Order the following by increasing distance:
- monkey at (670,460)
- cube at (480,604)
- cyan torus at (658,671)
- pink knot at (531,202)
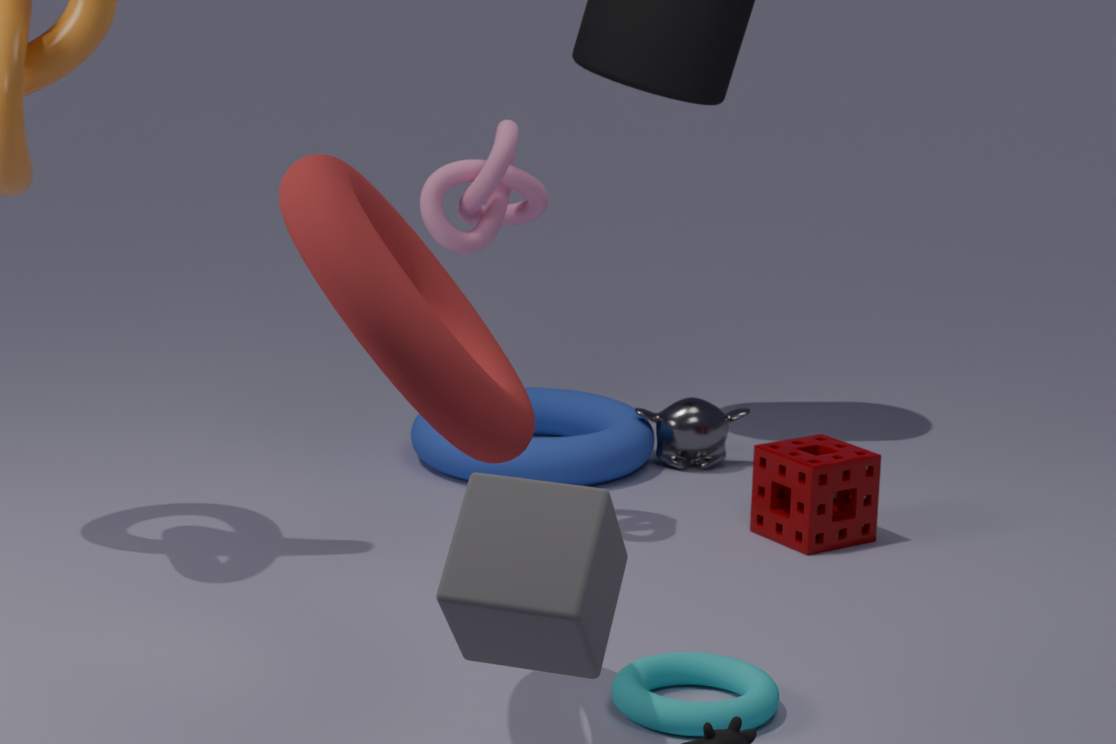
cube at (480,604) < cyan torus at (658,671) < pink knot at (531,202) < monkey at (670,460)
